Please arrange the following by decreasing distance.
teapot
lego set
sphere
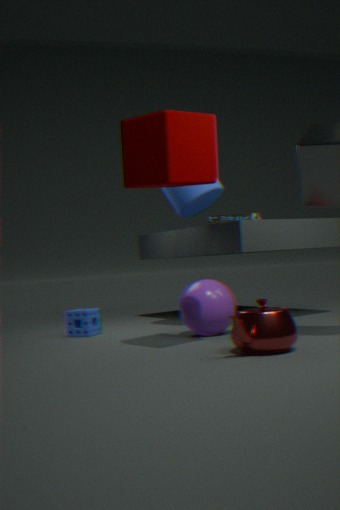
lego set < sphere < teapot
